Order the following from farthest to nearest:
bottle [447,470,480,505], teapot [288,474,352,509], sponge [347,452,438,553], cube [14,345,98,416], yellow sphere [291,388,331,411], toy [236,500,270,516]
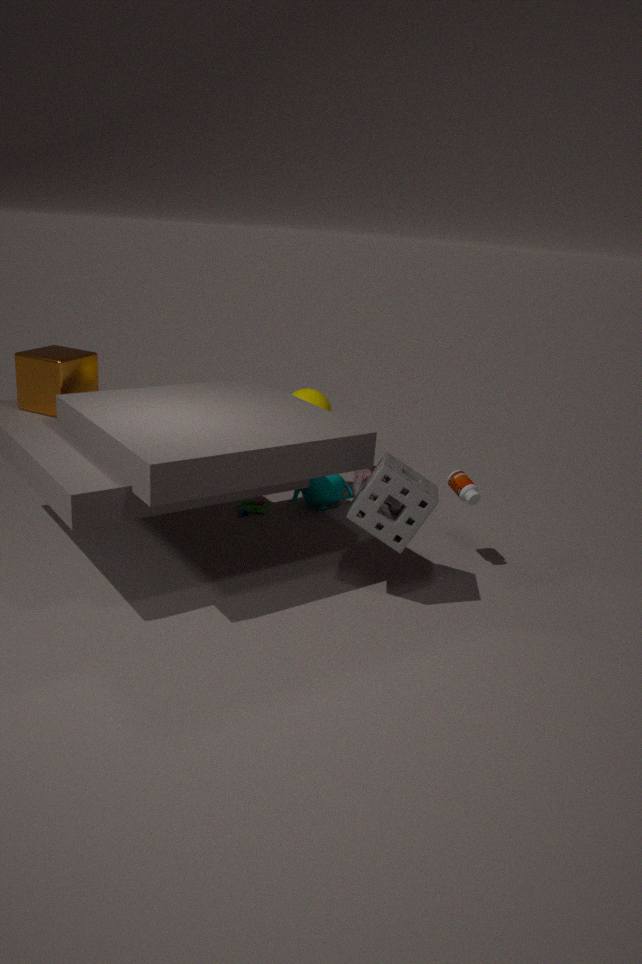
yellow sphere [291,388,331,411] → teapot [288,474,352,509] → toy [236,500,270,516] → bottle [447,470,480,505] → cube [14,345,98,416] → sponge [347,452,438,553]
